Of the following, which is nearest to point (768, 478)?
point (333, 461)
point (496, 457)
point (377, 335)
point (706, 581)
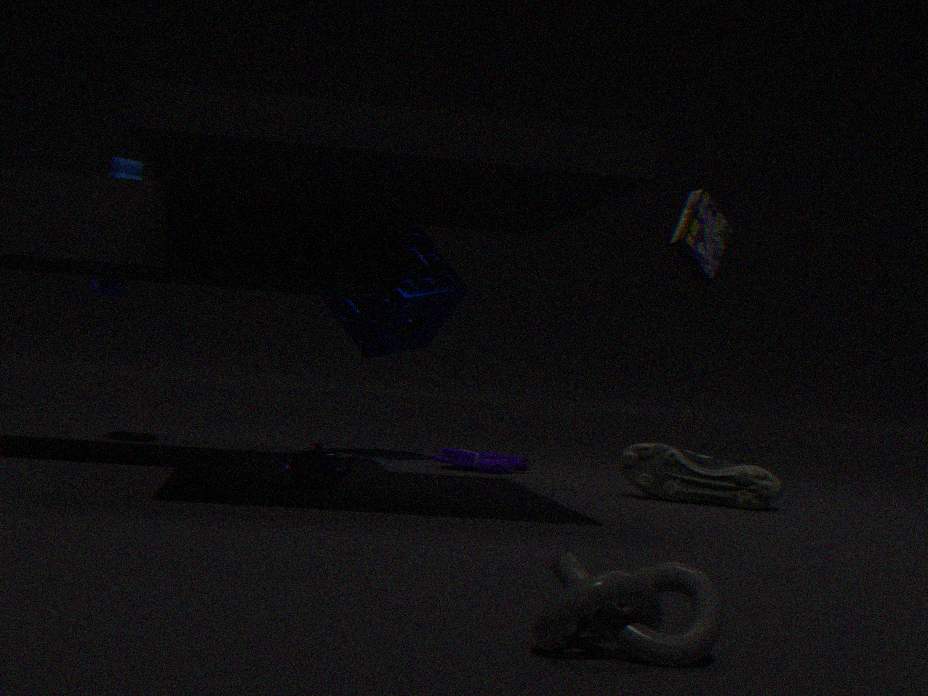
point (496, 457)
